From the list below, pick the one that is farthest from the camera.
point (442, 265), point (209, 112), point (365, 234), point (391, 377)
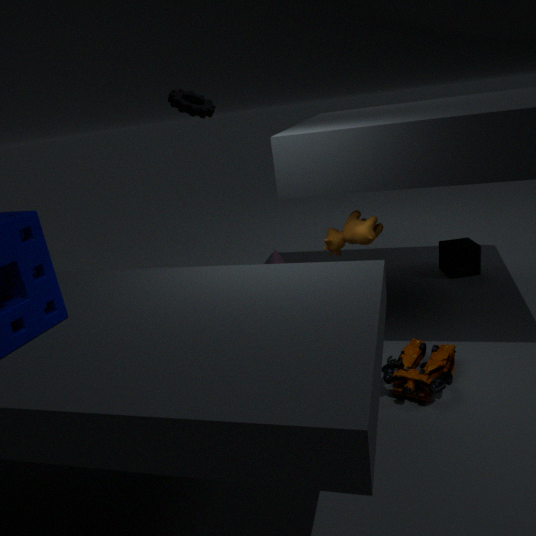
point (442, 265)
